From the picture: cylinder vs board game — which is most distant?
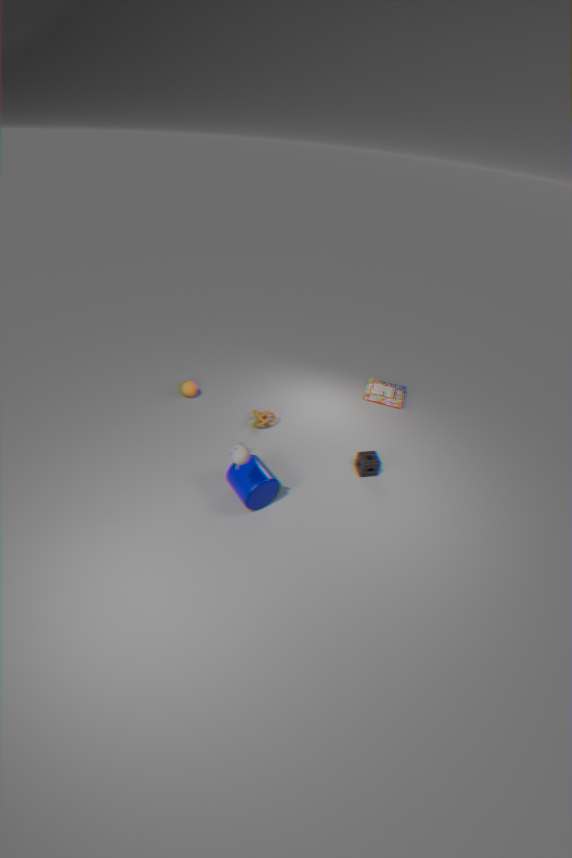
board game
